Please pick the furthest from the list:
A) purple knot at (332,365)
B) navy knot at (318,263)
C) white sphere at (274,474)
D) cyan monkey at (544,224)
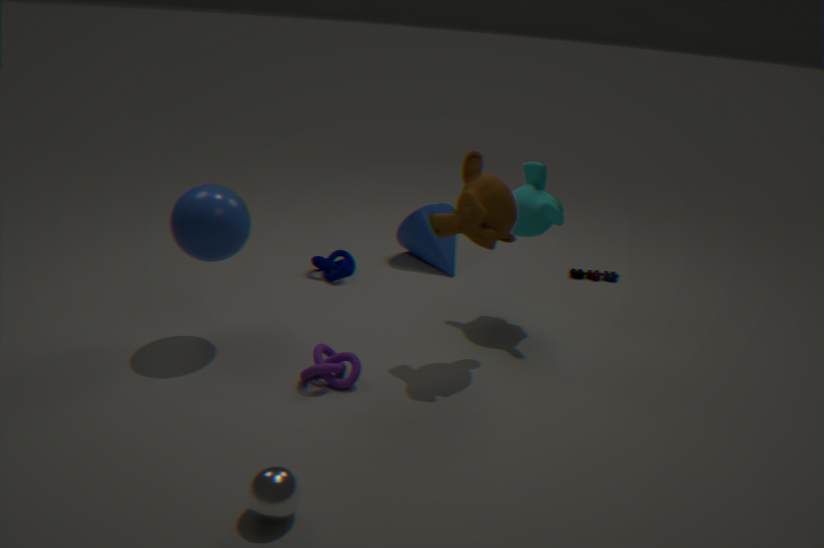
navy knot at (318,263)
